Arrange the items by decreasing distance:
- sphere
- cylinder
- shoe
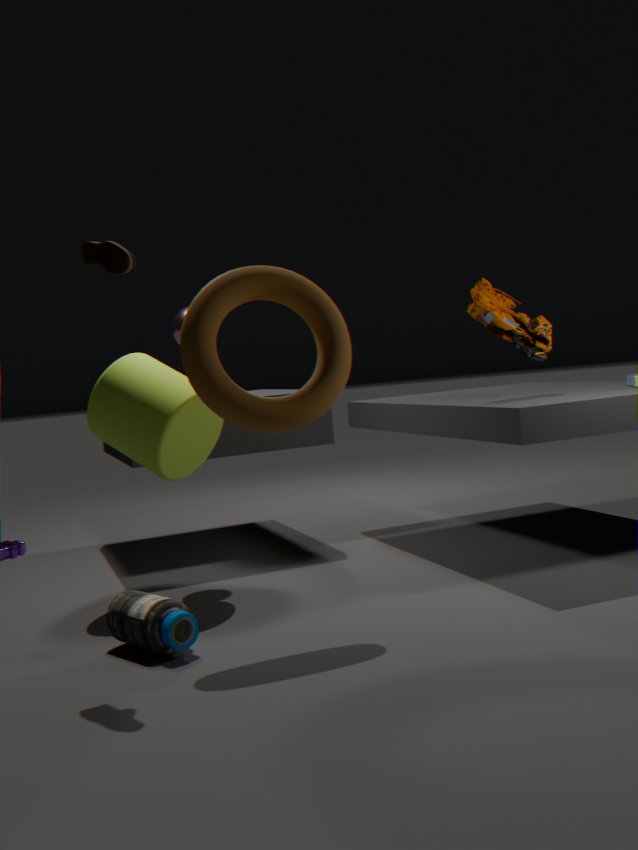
sphere
cylinder
shoe
